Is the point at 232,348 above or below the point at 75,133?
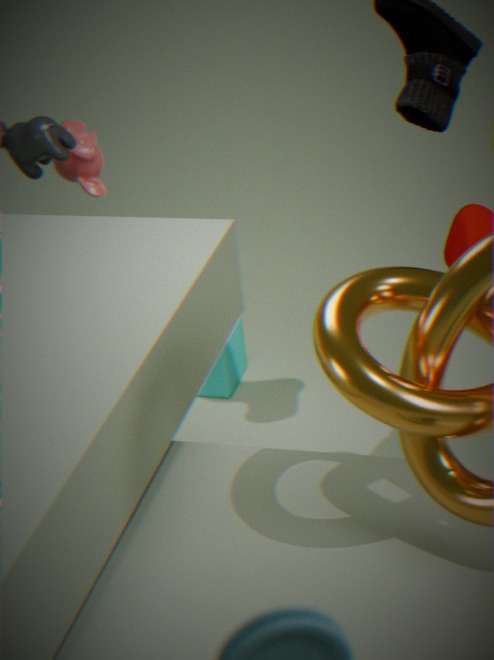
below
